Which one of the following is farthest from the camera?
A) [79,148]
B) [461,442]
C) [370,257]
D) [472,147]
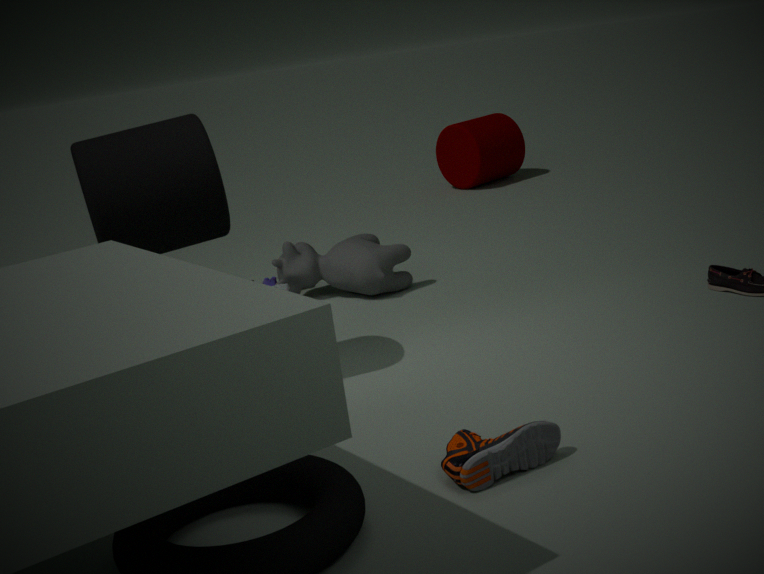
[472,147]
